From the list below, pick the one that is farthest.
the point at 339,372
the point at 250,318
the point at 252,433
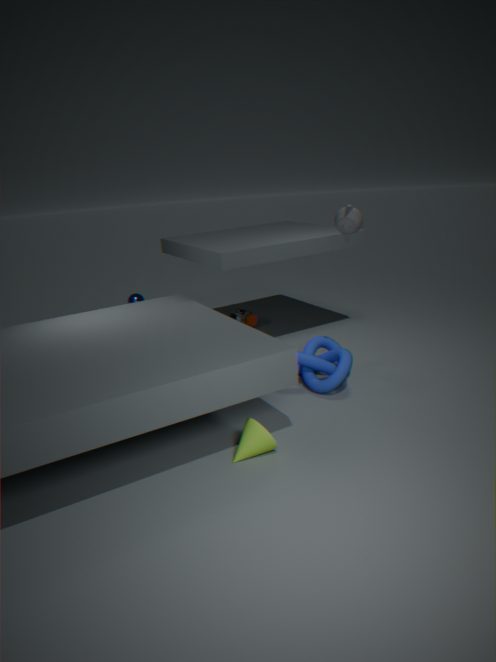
the point at 250,318
